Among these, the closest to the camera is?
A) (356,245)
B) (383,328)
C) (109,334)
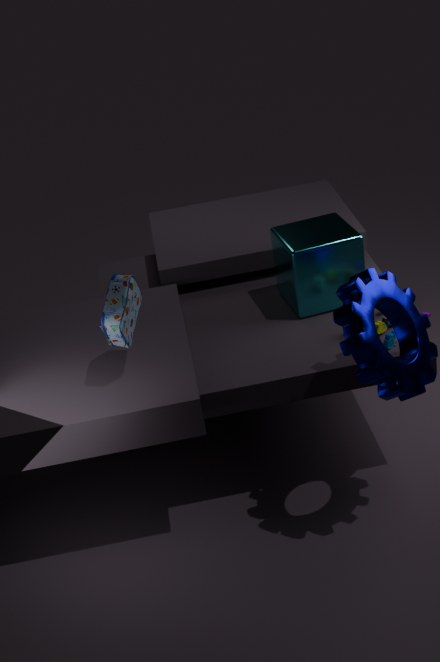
(109,334)
